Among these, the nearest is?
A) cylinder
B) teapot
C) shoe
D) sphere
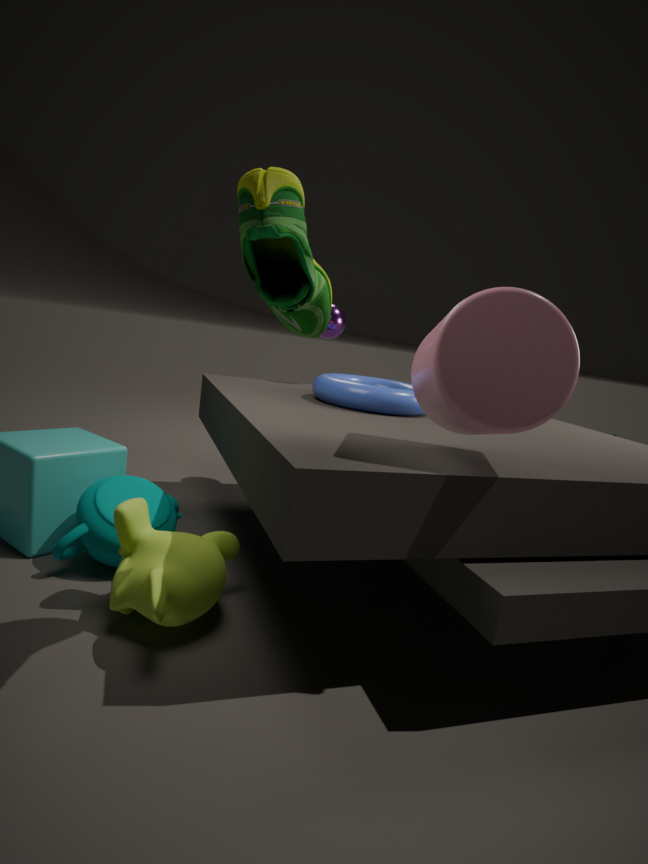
shoe
